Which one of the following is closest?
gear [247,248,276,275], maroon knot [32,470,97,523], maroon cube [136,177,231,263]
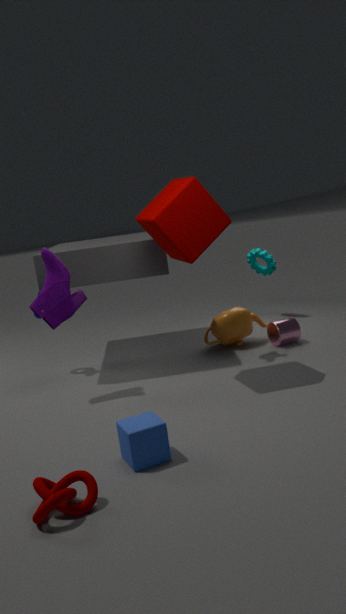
maroon knot [32,470,97,523]
